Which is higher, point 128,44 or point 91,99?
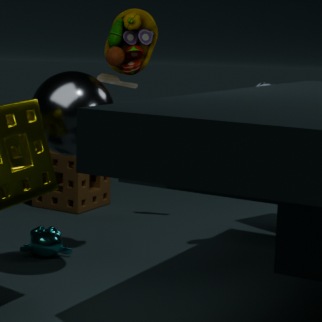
point 128,44
